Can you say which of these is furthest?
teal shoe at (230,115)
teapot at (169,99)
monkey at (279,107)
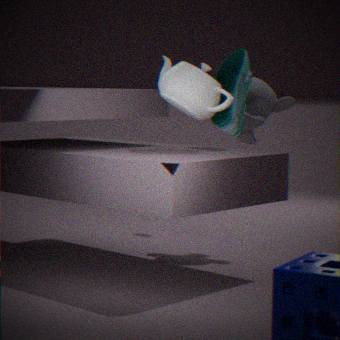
monkey at (279,107)
